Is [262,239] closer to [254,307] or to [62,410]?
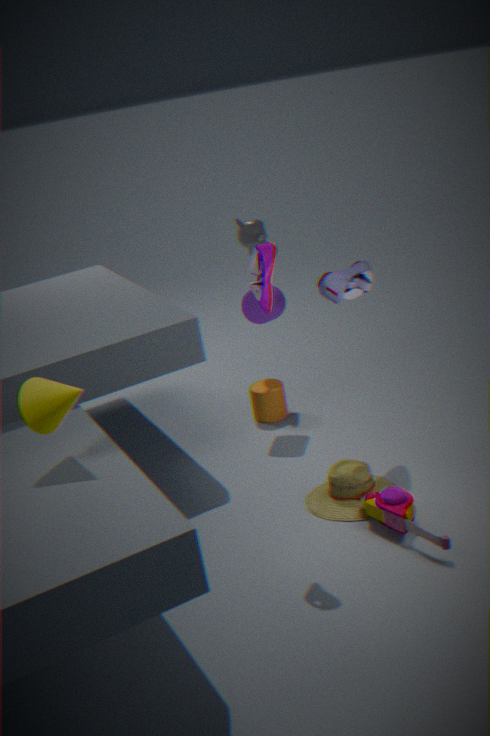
[254,307]
